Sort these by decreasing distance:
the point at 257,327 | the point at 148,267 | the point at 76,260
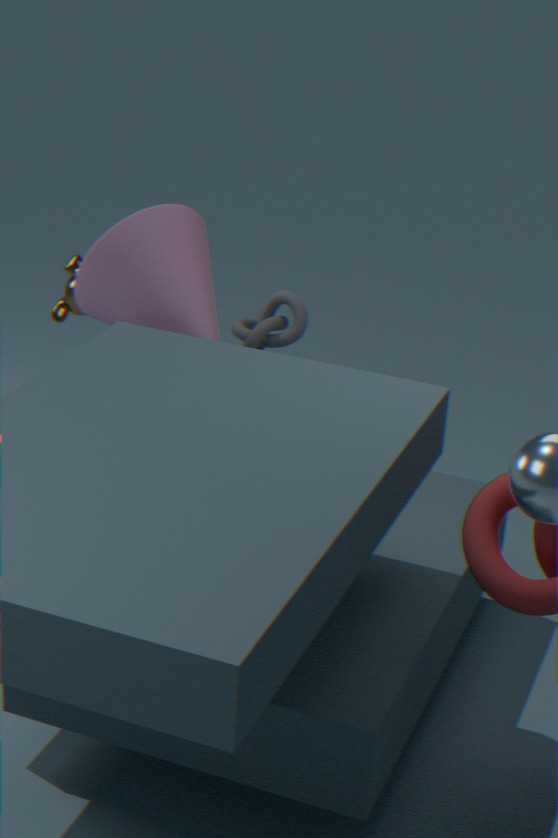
1. the point at 76,260
2. the point at 257,327
3. the point at 148,267
